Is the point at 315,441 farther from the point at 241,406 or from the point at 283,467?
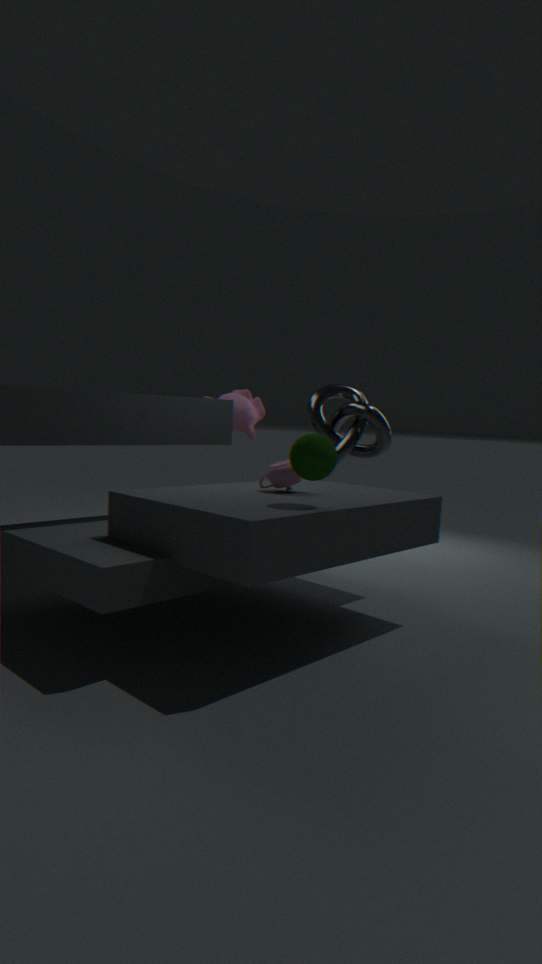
the point at 241,406
